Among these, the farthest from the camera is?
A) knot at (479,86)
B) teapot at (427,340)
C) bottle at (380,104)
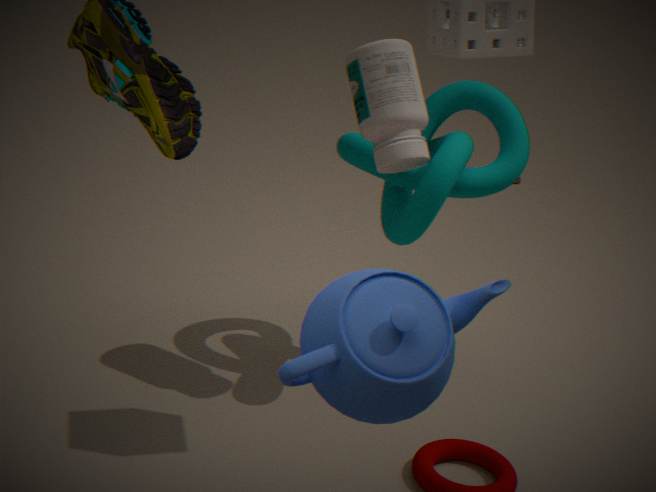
knot at (479,86)
